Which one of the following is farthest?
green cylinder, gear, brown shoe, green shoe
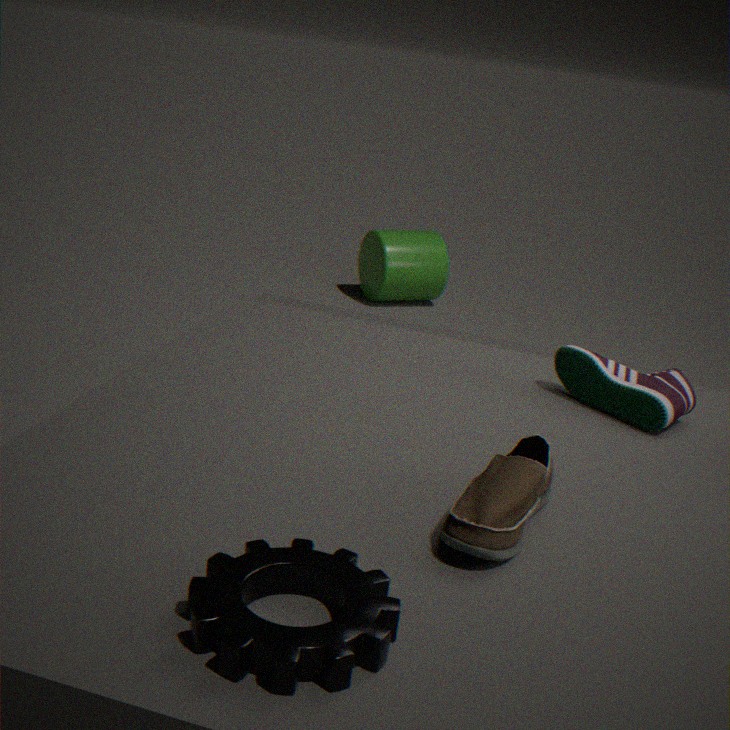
green cylinder
